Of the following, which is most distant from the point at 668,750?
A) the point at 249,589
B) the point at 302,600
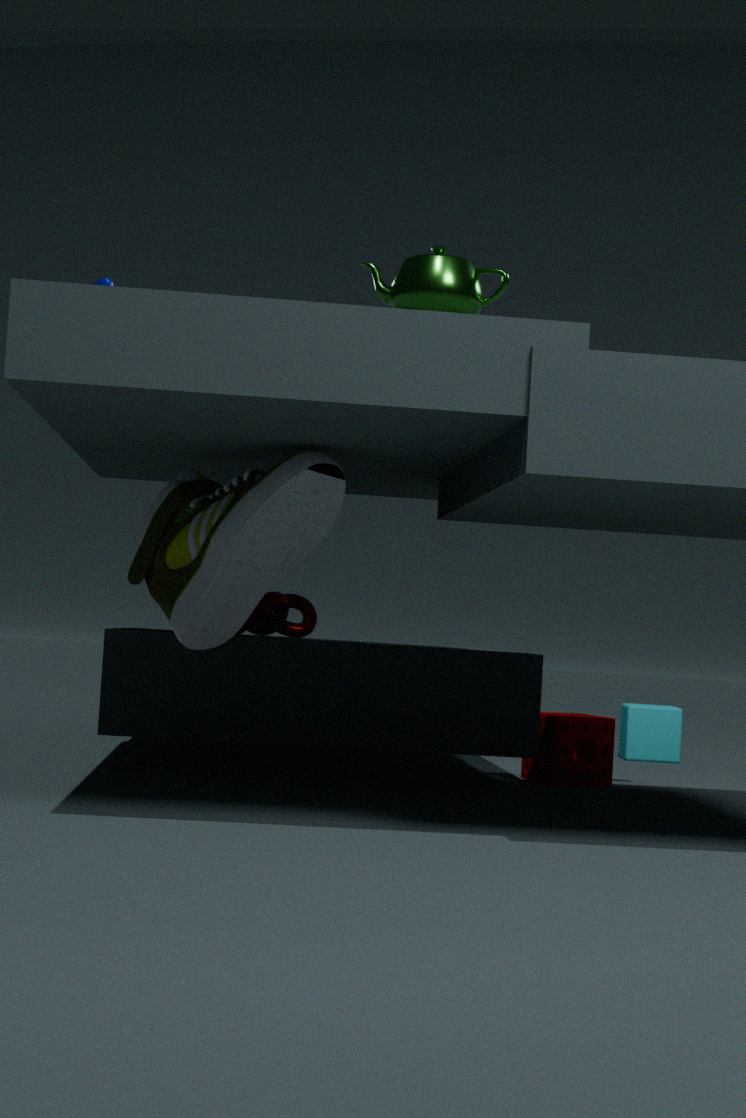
the point at 249,589
